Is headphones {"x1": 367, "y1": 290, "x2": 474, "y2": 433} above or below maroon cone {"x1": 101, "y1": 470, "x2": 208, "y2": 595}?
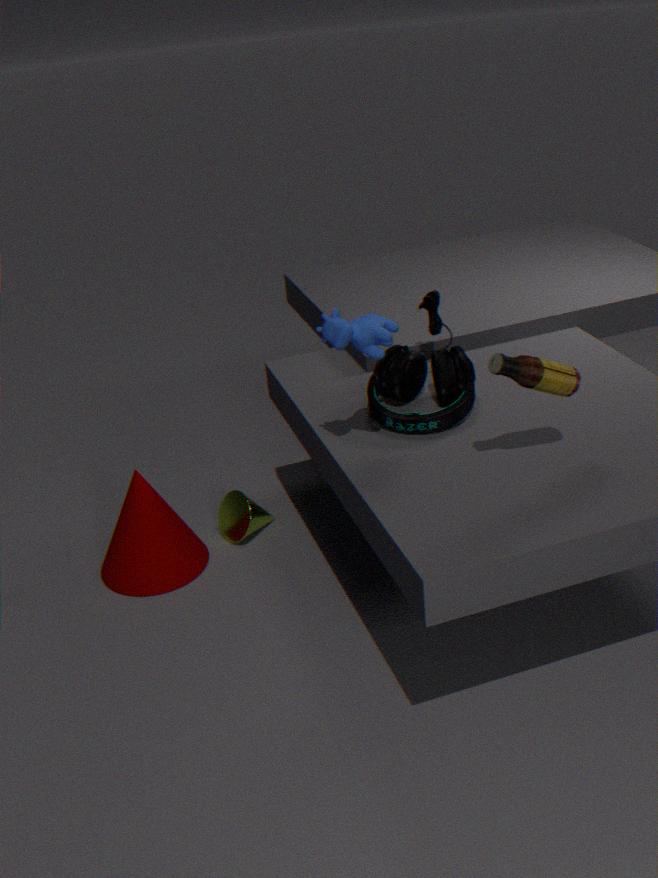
above
